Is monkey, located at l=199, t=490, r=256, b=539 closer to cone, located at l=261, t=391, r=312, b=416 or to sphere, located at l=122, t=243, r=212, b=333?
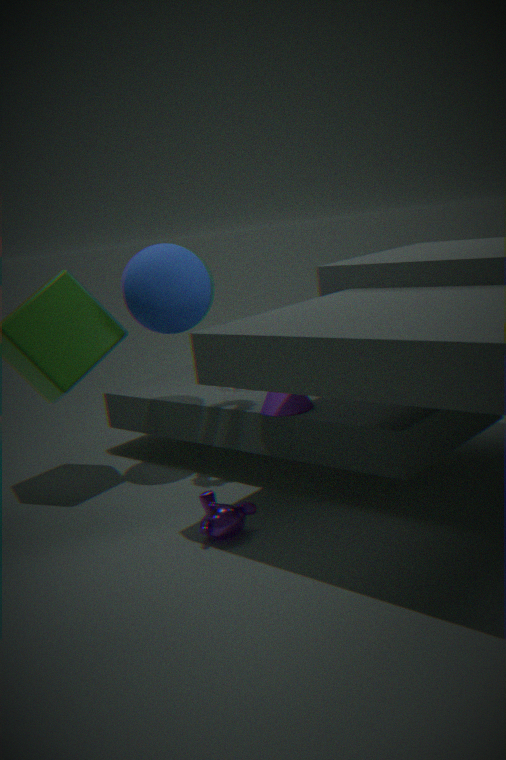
cone, located at l=261, t=391, r=312, b=416
